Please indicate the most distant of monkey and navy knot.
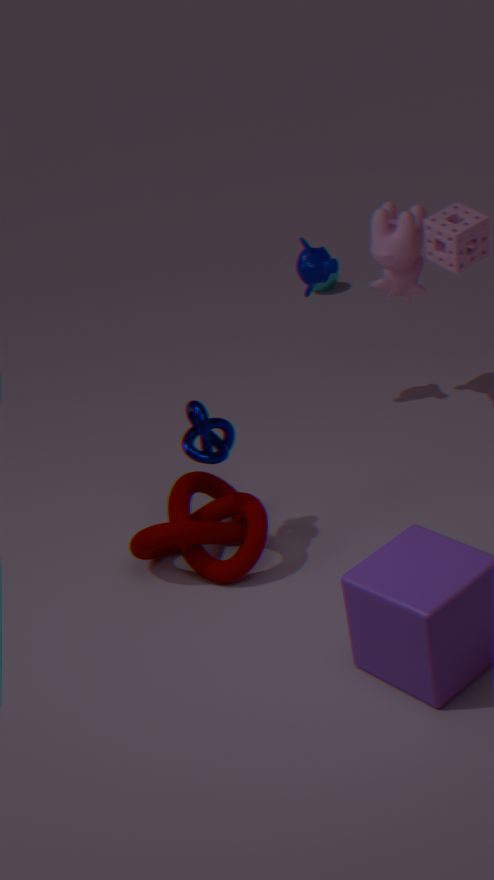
monkey
